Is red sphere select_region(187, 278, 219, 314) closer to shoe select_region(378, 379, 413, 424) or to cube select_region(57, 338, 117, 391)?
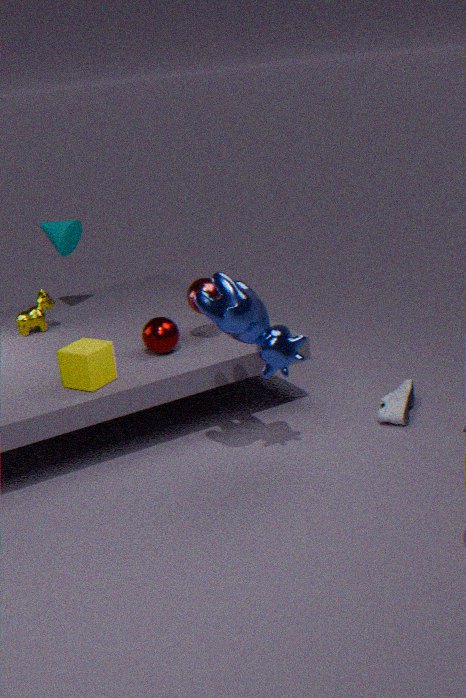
cube select_region(57, 338, 117, 391)
